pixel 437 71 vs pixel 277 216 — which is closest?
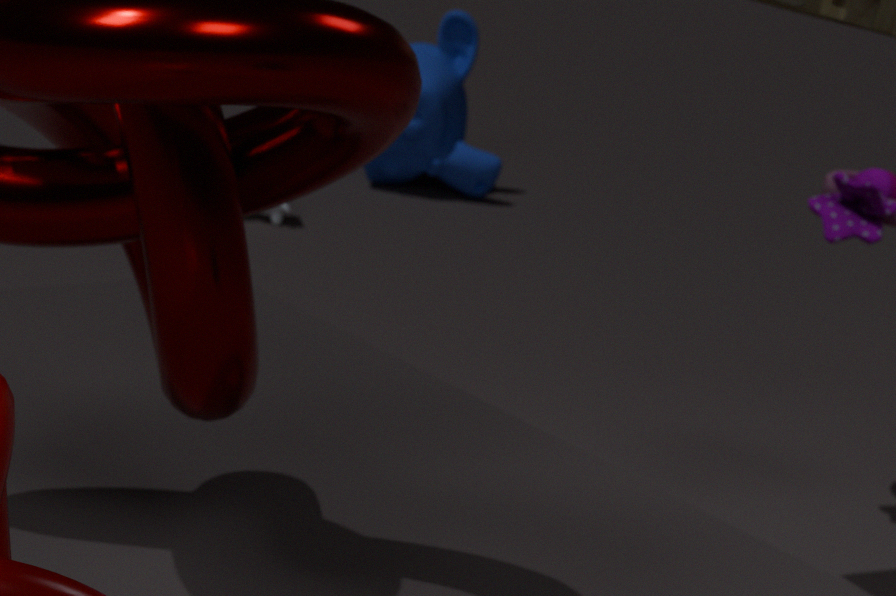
pixel 277 216
